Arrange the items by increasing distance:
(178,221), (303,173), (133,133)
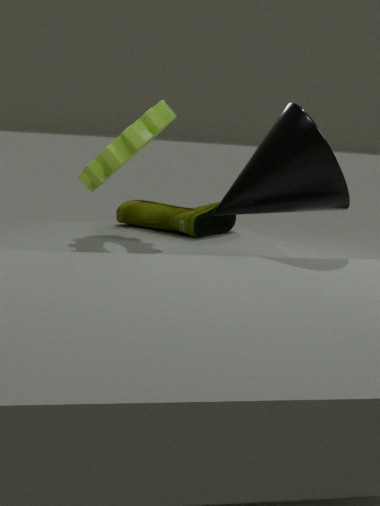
1. (303,173)
2. (133,133)
3. (178,221)
